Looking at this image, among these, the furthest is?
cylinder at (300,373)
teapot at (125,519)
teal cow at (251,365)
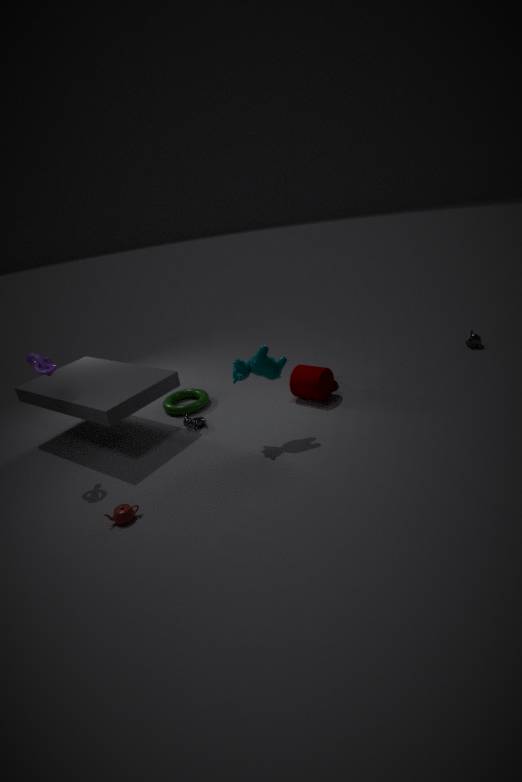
cylinder at (300,373)
